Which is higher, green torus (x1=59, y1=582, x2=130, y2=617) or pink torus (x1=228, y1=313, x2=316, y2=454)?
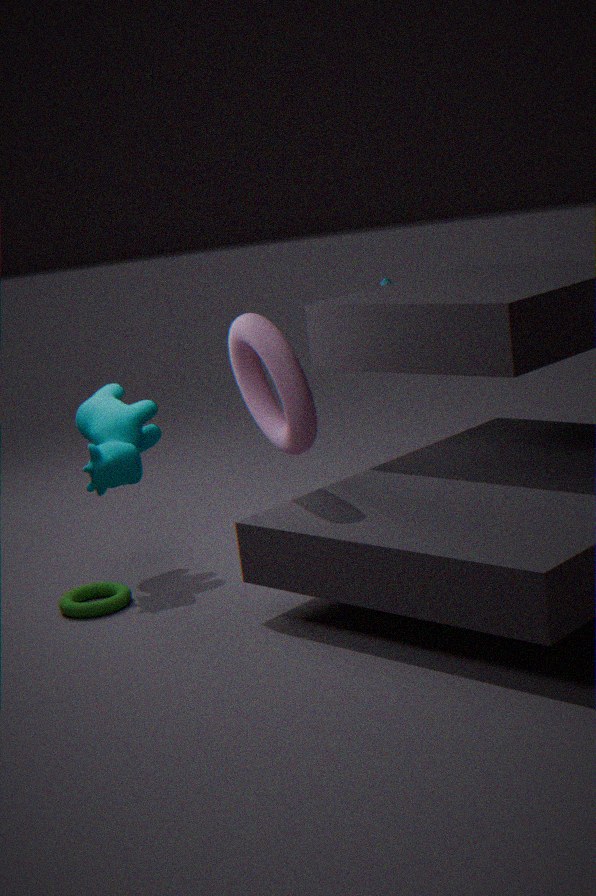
pink torus (x1=228, y1=313, x2=316, y2=454)
